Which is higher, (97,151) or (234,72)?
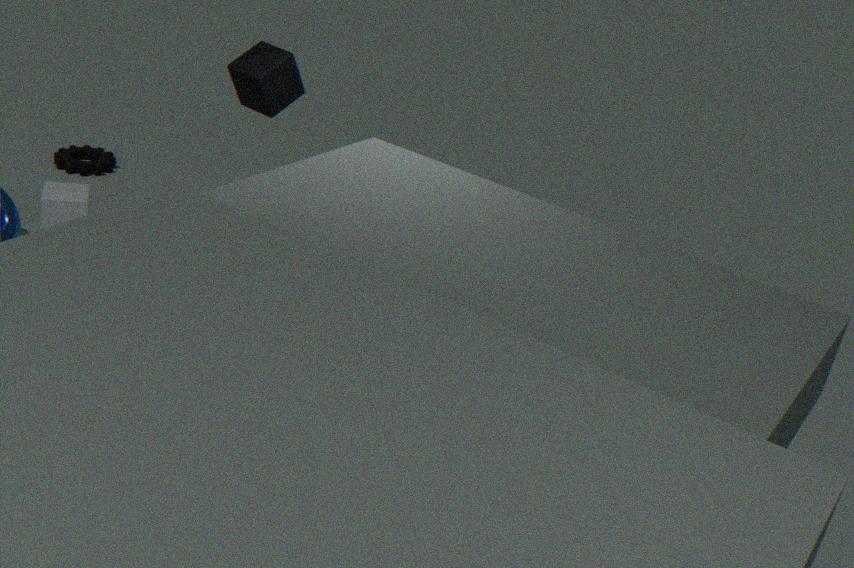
(234,72)
